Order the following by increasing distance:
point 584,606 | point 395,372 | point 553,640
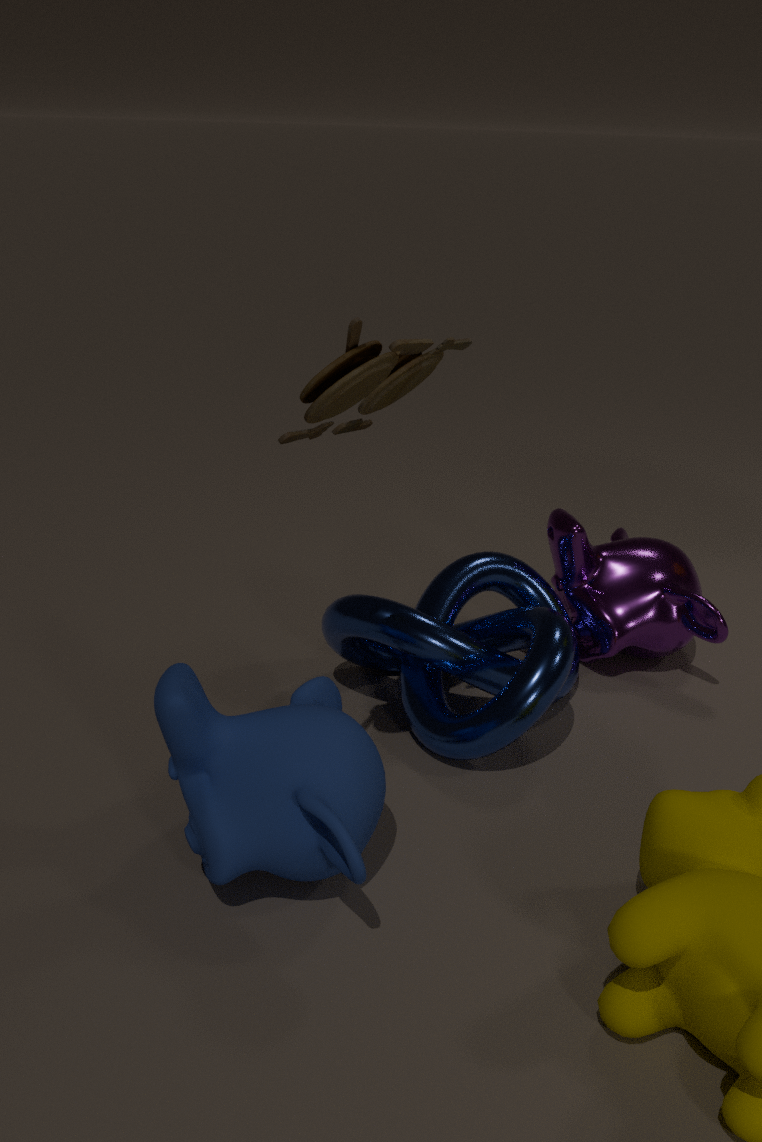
point 395,372, point 553,640, point 584,606
